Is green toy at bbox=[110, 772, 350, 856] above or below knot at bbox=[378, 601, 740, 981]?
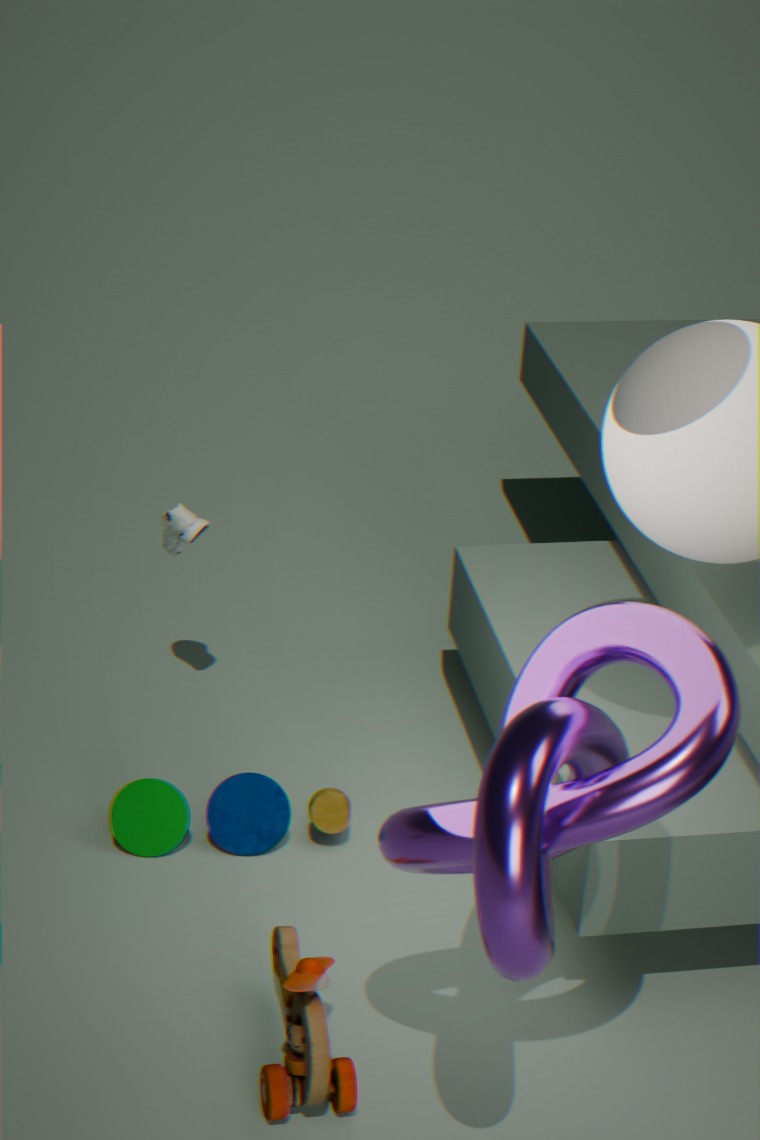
below
